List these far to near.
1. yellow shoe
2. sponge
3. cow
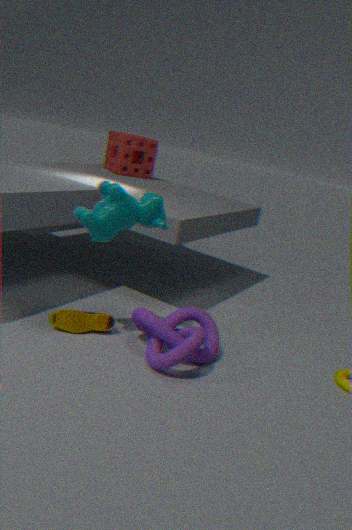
sponge, yellow shoe, cow
